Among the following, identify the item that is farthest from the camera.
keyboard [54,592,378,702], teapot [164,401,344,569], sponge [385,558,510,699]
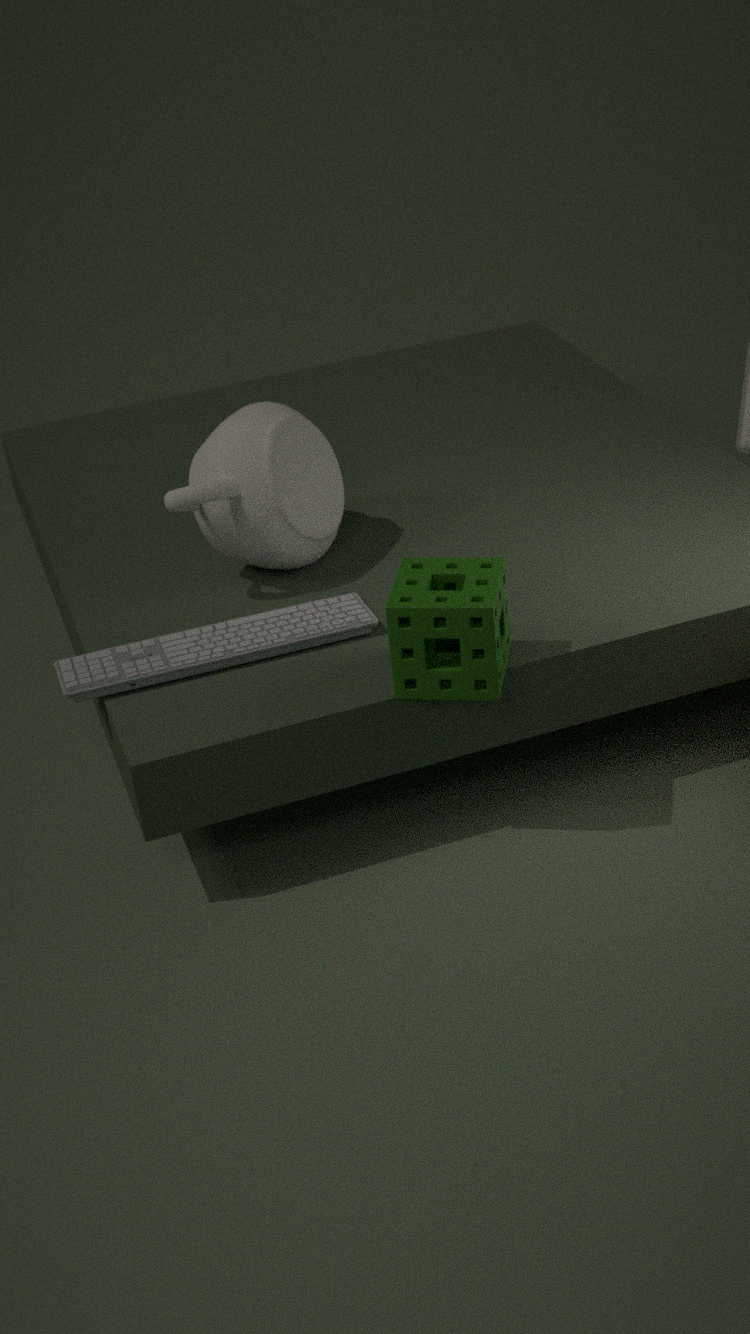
teapot [164,401,344,569]
